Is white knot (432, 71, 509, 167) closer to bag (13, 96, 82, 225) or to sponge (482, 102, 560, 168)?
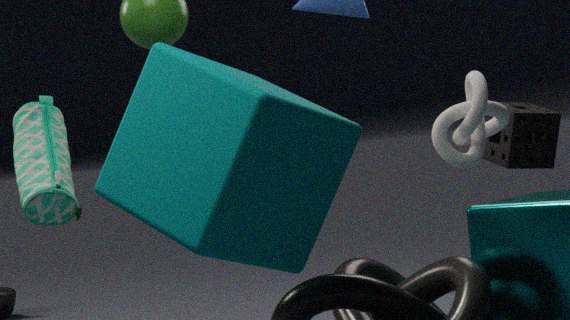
sponge (482, 102, 560, 168)
